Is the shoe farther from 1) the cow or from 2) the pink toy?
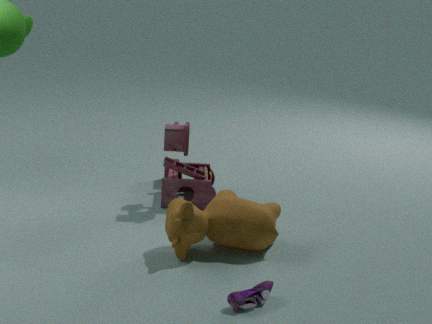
2) the pink toy
